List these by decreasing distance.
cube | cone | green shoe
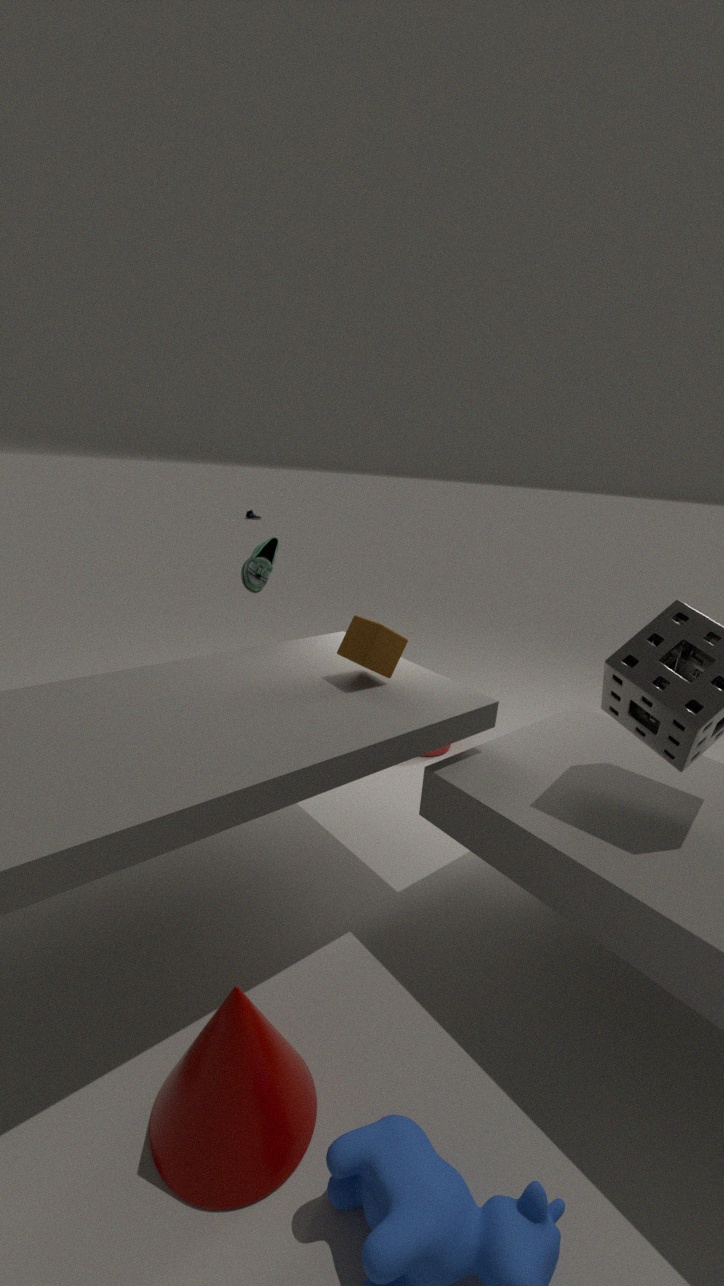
green shoe → cube → cone
